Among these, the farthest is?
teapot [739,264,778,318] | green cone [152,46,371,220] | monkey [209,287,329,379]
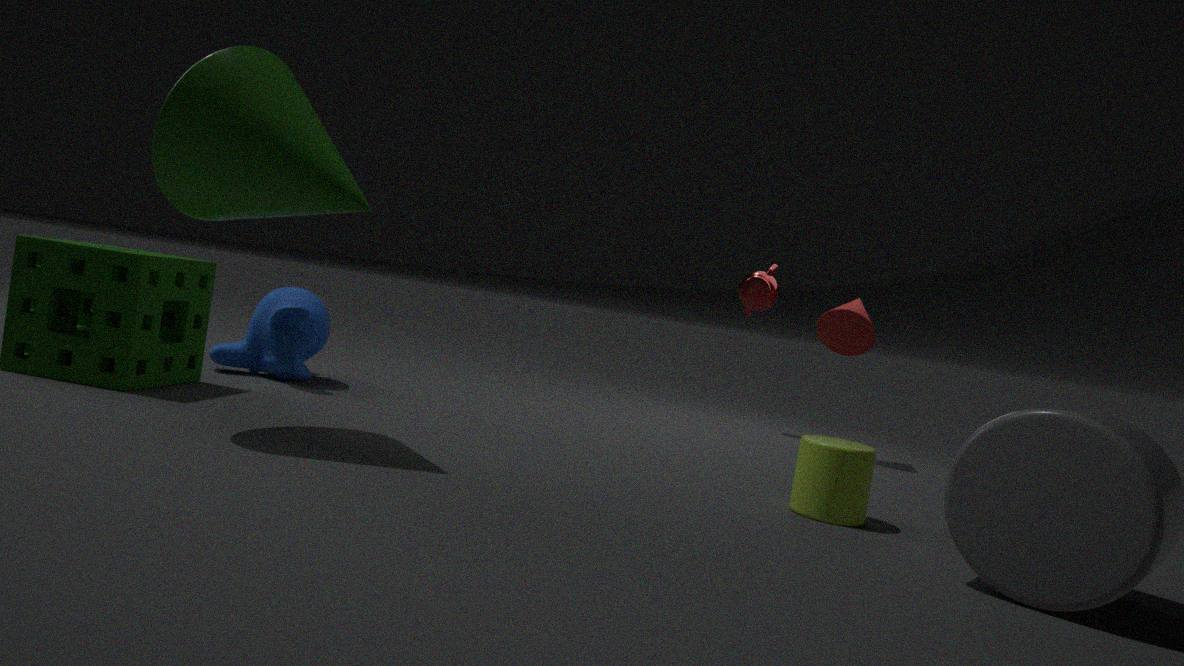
teapot [739,264,778,318]
